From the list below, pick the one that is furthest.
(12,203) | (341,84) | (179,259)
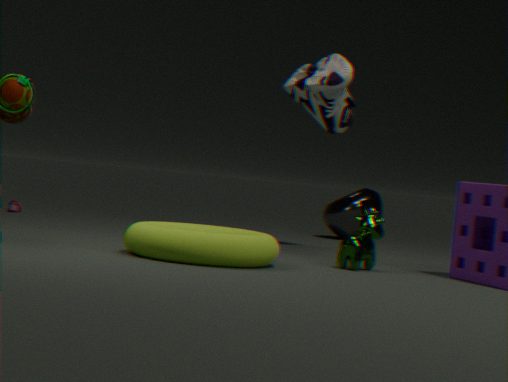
(12,203)
